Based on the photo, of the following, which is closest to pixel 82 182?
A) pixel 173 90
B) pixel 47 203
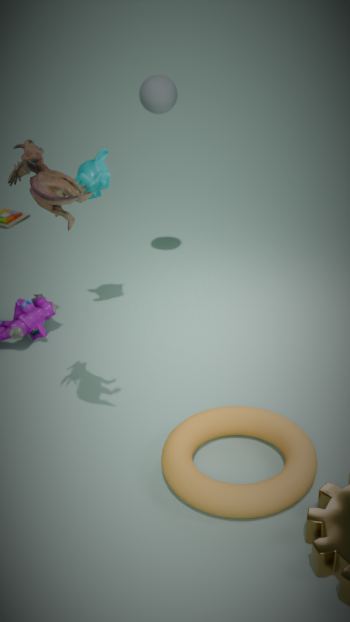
pixel 173 90
